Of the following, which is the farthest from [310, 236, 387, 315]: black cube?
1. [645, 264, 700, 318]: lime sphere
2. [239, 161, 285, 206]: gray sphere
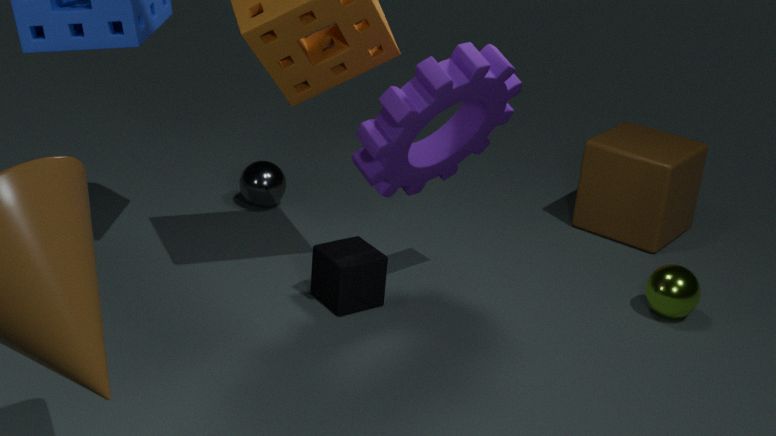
[645, 264, 700, 318]: lime sphere
